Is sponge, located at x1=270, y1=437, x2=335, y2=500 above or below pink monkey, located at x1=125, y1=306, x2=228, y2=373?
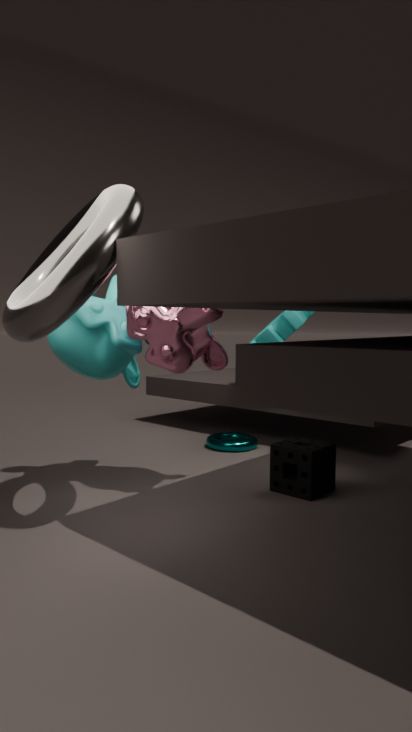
below
